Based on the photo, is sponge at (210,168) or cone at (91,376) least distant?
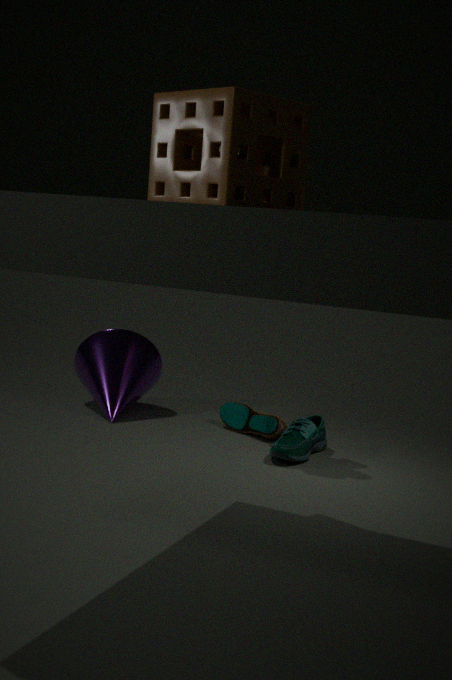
sponge at (210,168)
